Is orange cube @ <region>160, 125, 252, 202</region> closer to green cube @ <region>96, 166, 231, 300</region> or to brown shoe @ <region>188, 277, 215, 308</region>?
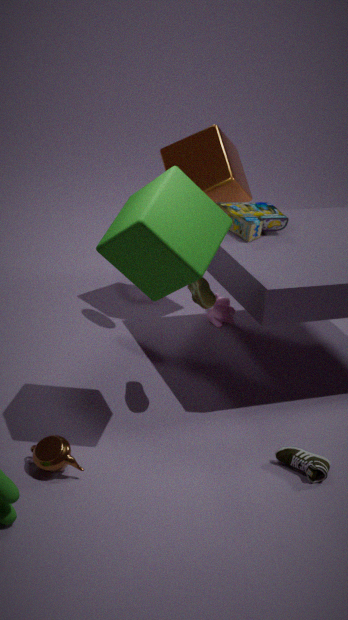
brown shoe @ <region>188, 277, 215, 308</region>
